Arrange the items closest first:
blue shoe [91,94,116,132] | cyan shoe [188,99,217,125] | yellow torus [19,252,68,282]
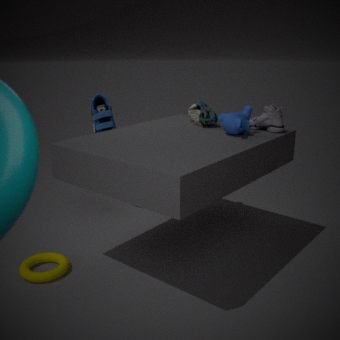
yellow torus [19,252,68,282], cyan shoe [188,99,217,125], blue shoe [91,94,116,132]
